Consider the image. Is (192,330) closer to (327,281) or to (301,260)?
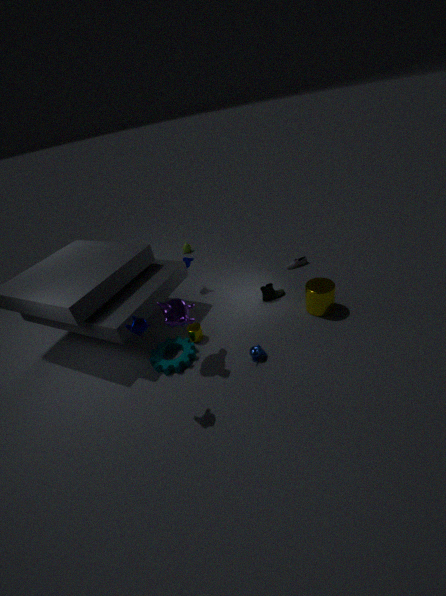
(327,281)
